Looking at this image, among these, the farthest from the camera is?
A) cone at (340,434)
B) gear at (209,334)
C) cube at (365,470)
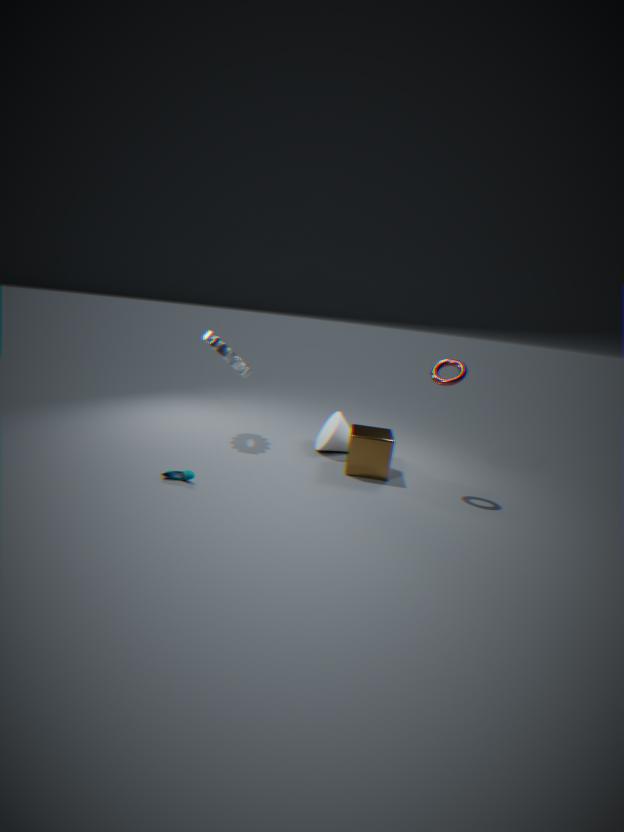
cone at (340,434)
